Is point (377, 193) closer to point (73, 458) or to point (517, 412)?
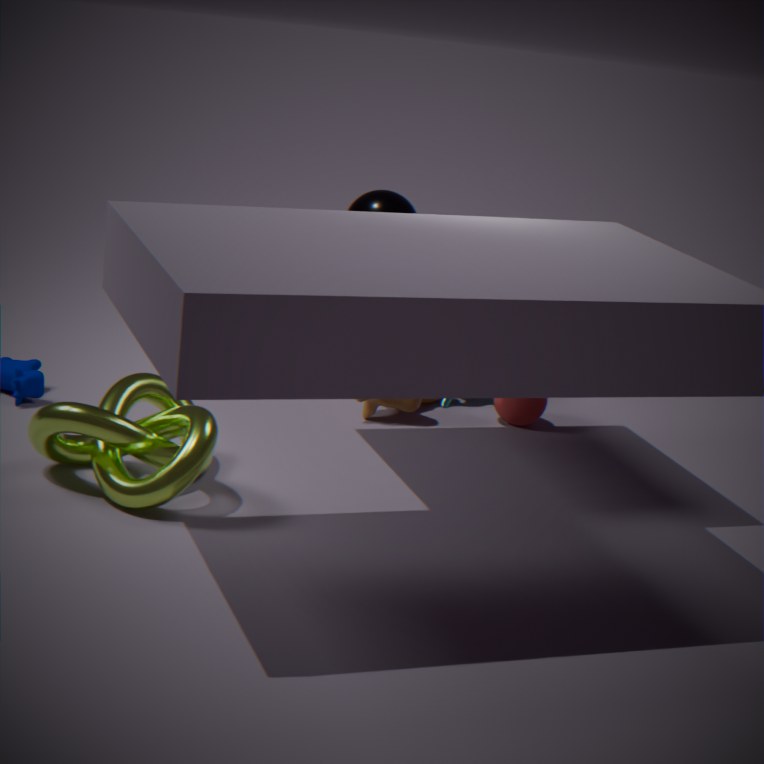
point (517, 412)
